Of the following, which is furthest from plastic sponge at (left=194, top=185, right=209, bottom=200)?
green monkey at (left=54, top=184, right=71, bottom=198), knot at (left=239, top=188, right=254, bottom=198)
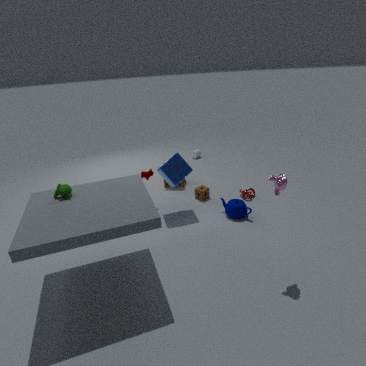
green monkey at (left=54, top=184, right=71, bottom=198)
